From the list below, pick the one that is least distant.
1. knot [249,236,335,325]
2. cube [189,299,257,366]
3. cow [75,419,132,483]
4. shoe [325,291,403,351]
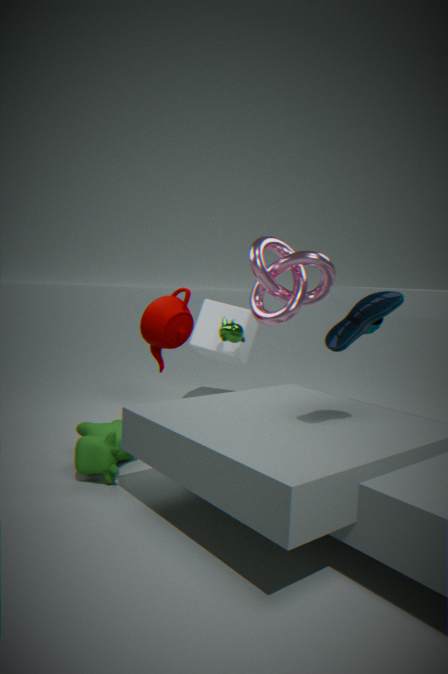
shoe [325,291,403,351]
